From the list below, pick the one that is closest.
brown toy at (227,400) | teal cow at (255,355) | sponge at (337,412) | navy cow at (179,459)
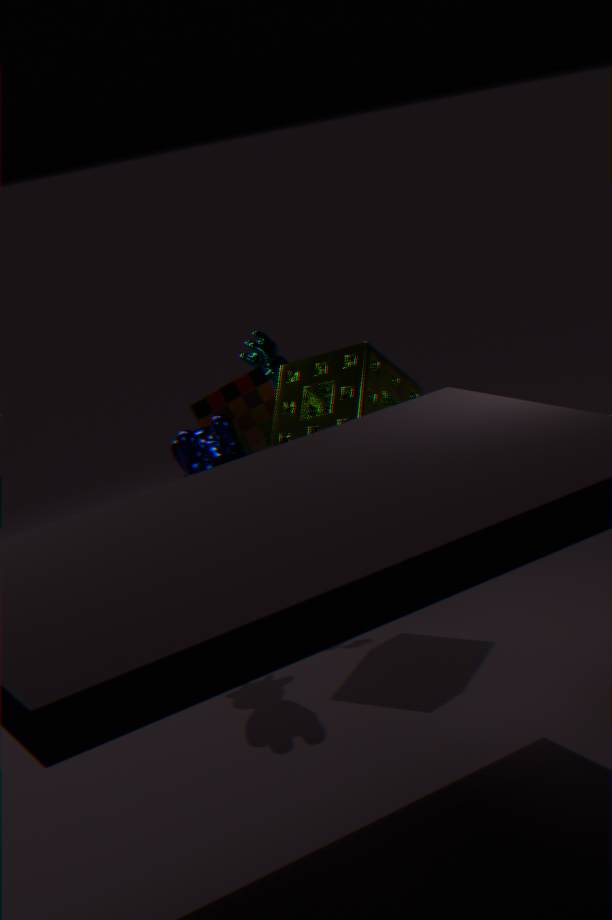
navy cow at (179,459)
